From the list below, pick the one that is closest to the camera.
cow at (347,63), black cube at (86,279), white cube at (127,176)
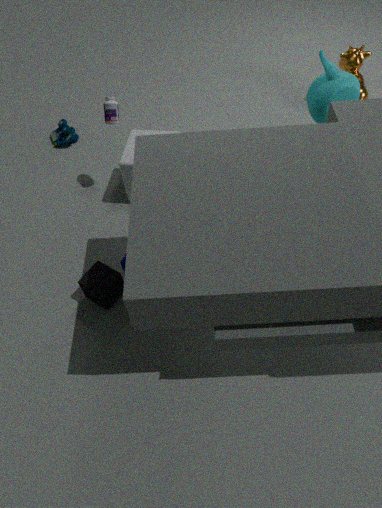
black cube at (86,279)
